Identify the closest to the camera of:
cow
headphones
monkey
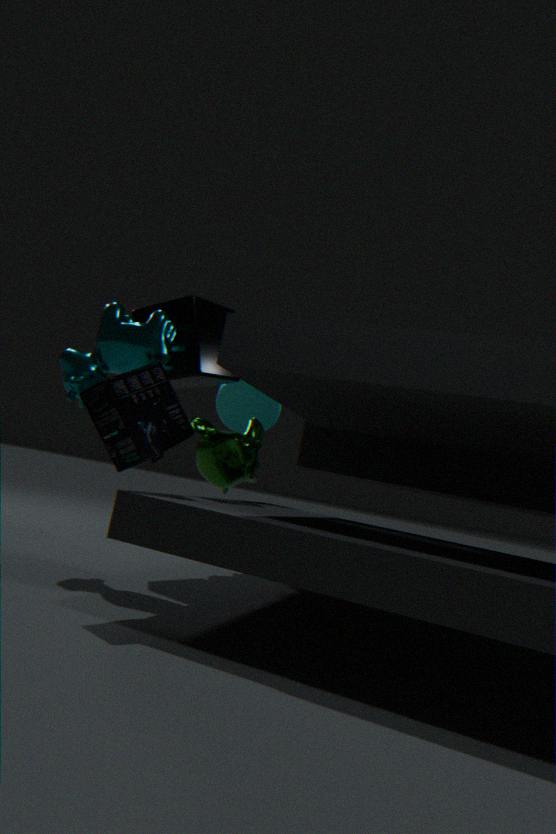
headphones
